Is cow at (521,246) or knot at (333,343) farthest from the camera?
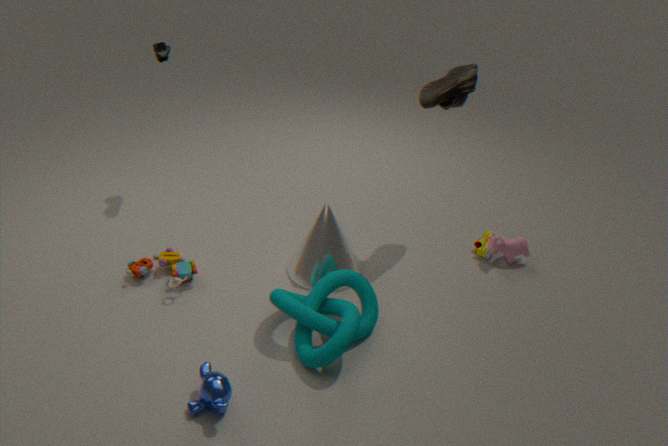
cow at (521,246)
